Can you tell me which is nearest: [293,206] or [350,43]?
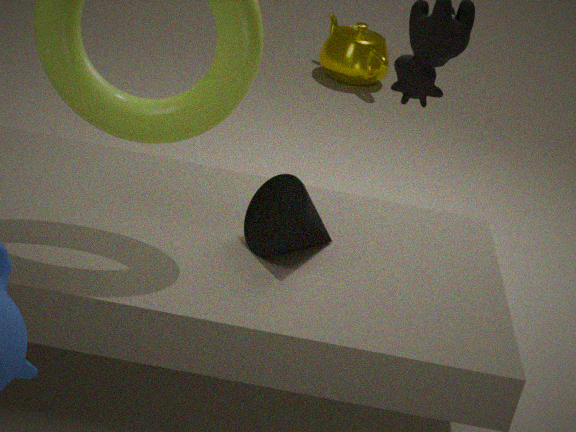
[293,206]
